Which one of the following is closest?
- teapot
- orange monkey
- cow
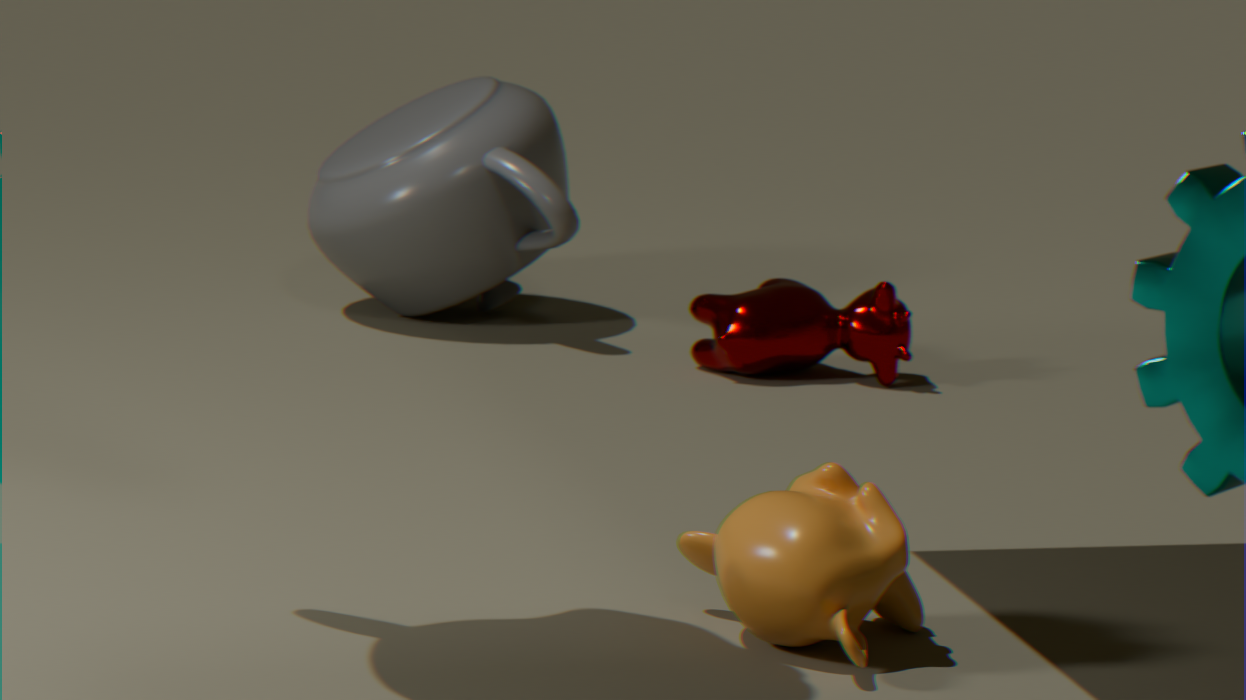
orange monkey
